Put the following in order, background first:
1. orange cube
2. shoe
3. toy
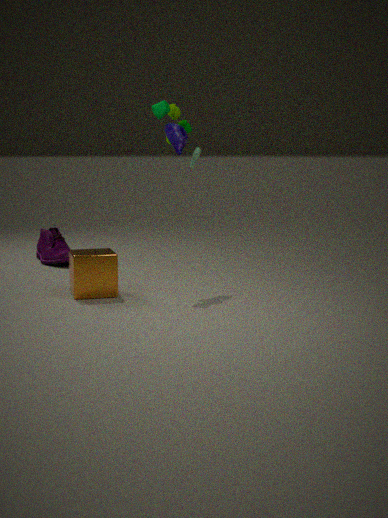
shoe, toy, orange cube
